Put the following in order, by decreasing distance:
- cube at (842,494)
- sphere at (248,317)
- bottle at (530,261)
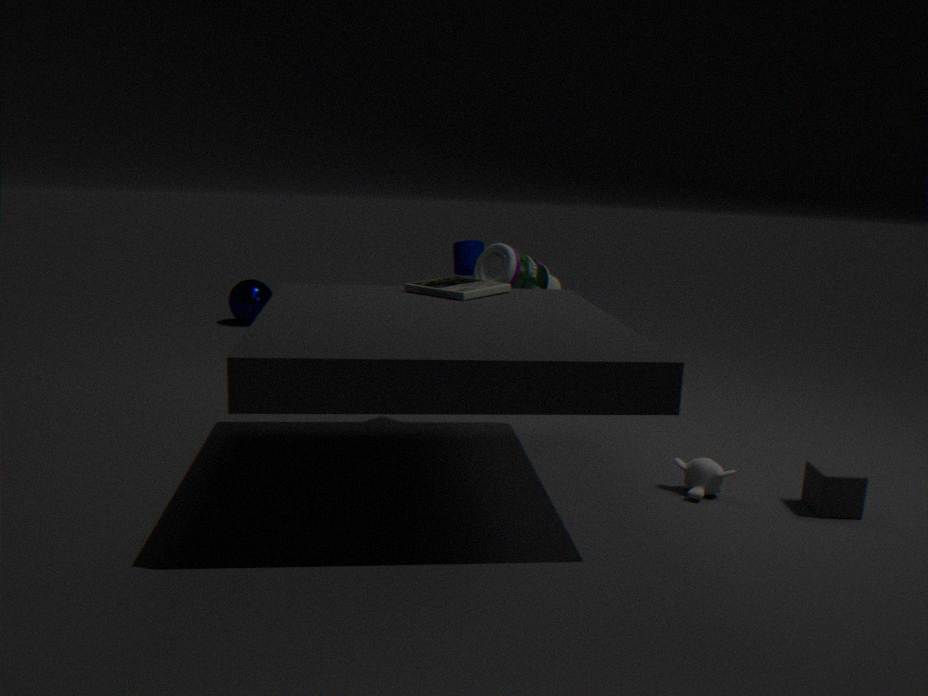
sphere at (248,317) → bottle at (530,261) → cube at (842,494)
